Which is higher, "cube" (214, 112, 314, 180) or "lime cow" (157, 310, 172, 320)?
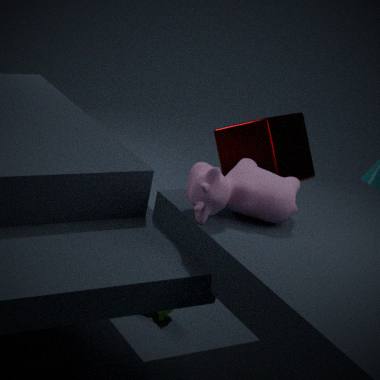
"cube" (214, 112, 314, 180)
